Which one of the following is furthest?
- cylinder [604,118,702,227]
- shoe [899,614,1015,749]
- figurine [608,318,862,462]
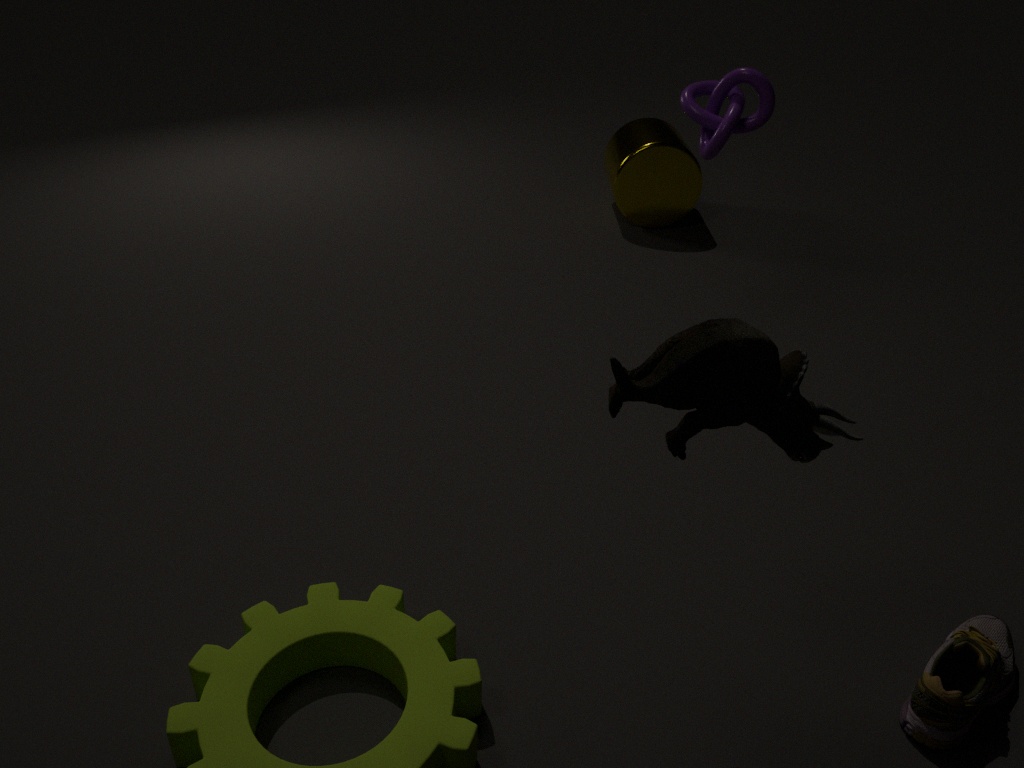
cylinder [604,118,702,227]
